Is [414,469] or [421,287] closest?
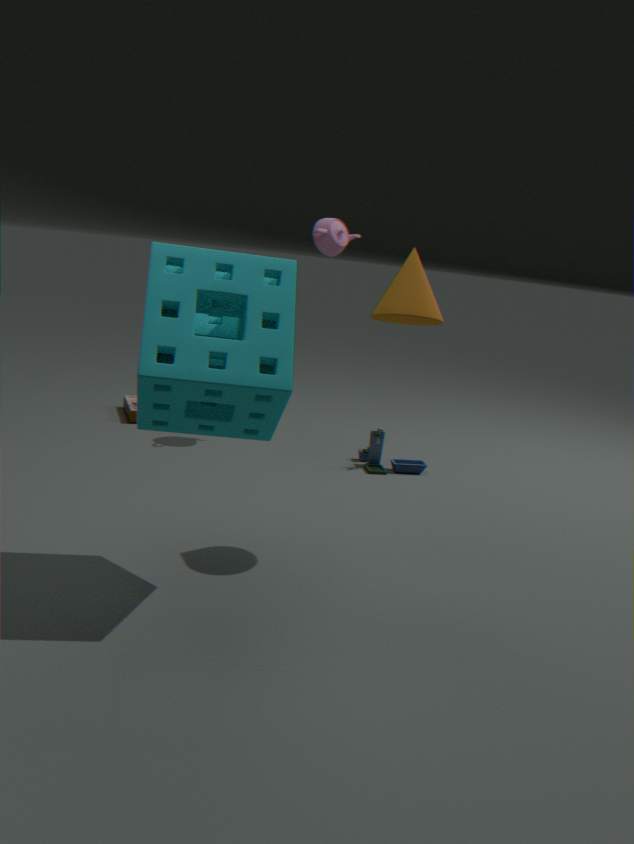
[421,287]
